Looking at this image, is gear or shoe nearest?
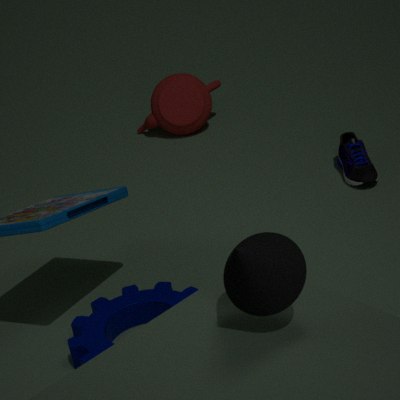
A: gear
